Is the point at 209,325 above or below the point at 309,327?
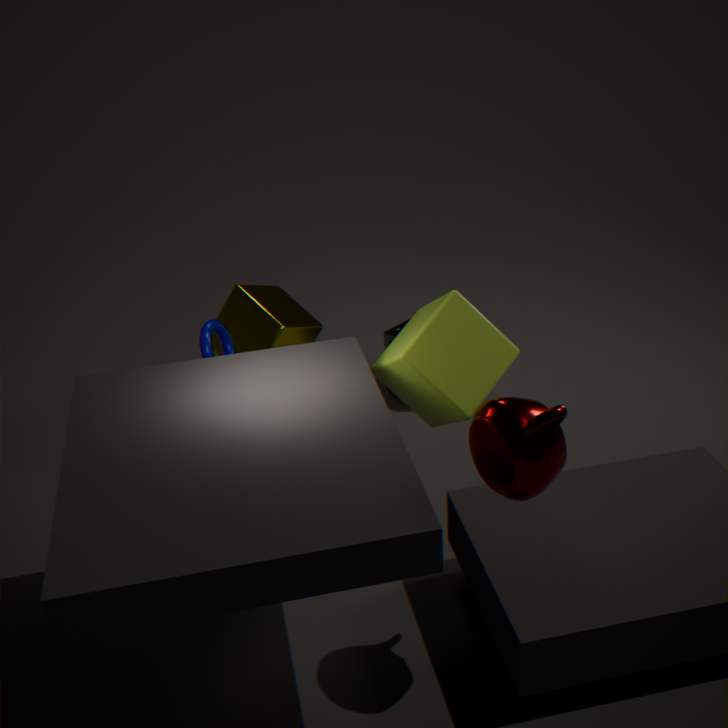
above
